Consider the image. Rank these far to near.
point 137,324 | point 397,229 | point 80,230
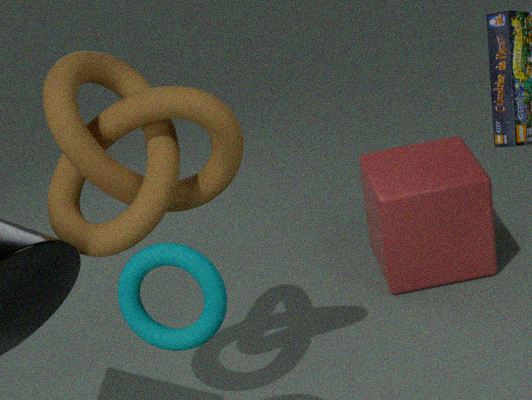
1. point 397,229
2. point 80,230
3. point 137,324
